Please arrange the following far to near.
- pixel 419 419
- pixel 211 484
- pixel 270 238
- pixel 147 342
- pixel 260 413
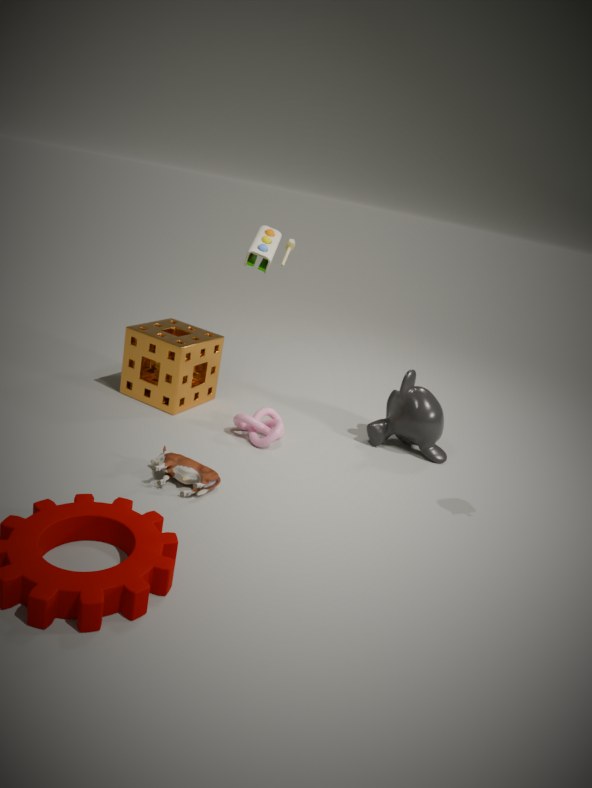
pixel 419 419, pixel 147 342, pixel 260 413, pixel 270 238, pixel 211 484
